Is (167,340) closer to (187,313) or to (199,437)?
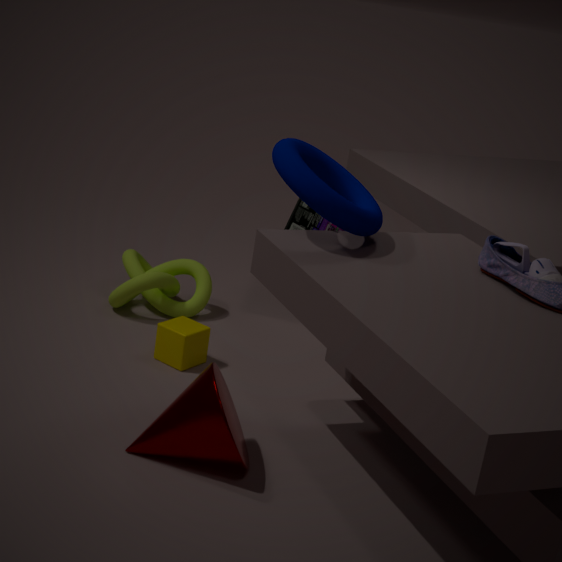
(187,313)
